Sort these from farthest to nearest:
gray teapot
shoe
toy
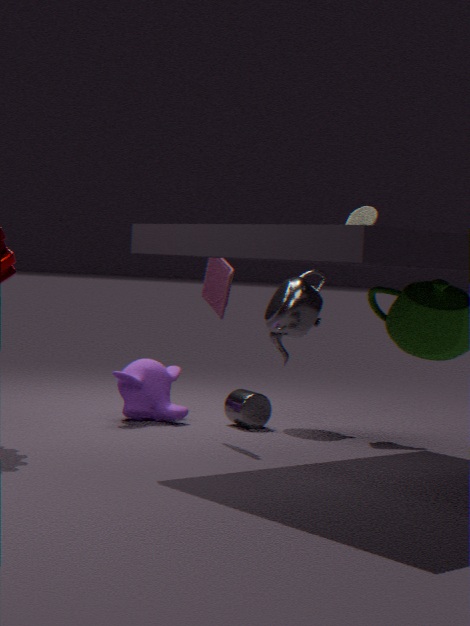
shoe, gray teapot, toy
